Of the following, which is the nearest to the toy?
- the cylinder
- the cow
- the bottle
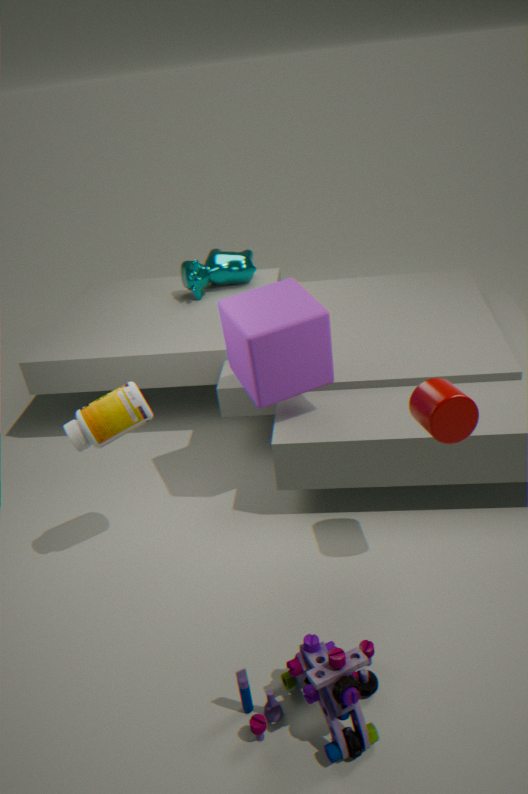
the cylinder
